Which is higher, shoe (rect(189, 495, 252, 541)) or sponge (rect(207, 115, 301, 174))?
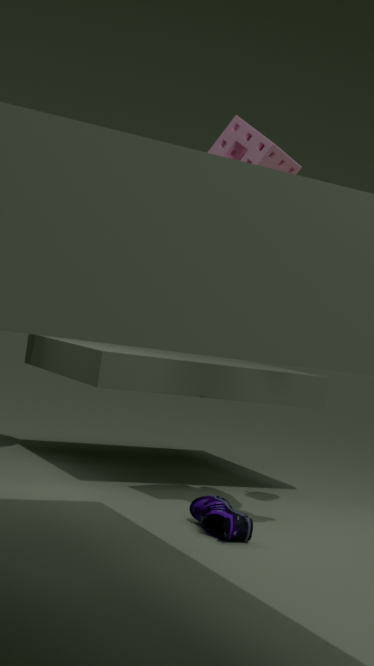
sponge (rect(207, 115, 301, 174))
